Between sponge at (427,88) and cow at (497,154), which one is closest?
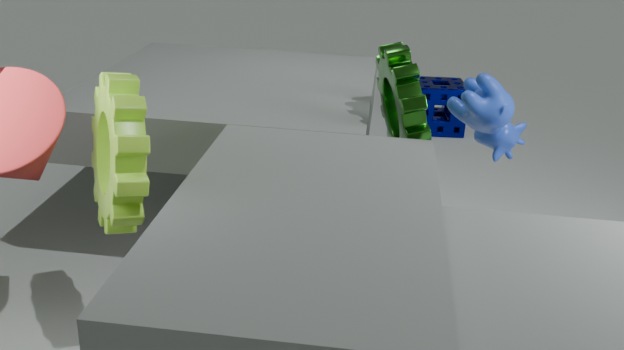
cow at (497,154)
